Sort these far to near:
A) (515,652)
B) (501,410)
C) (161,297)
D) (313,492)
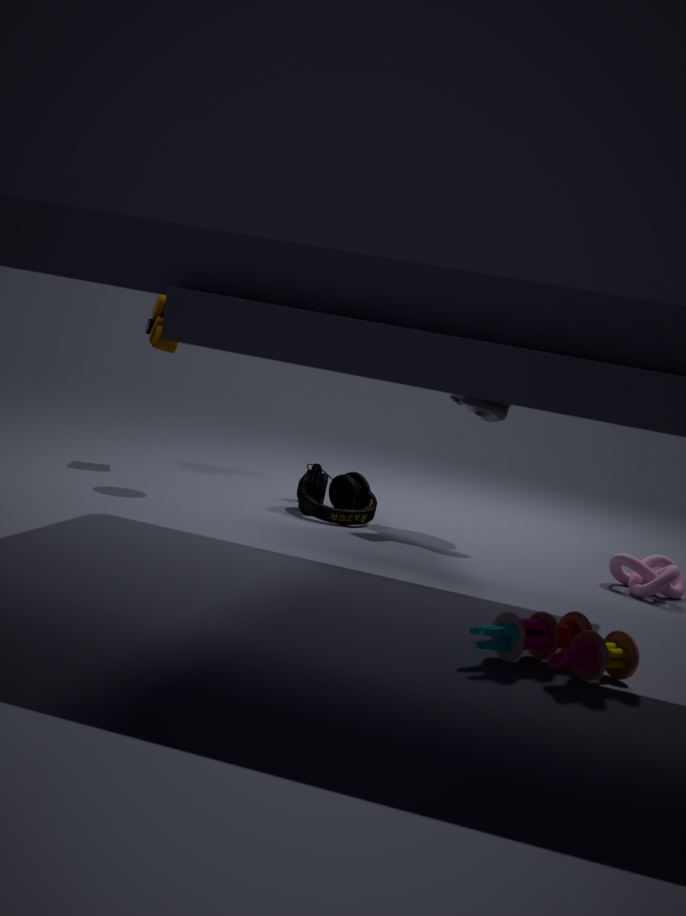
(161,297) < (313,492) < (501,410) < (515,652)
